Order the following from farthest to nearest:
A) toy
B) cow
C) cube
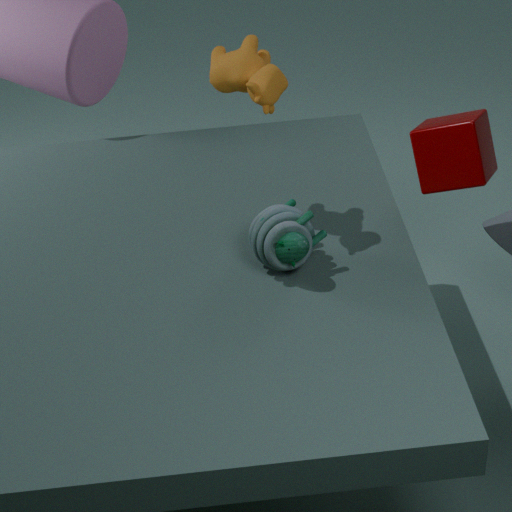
cube, toy, cow
